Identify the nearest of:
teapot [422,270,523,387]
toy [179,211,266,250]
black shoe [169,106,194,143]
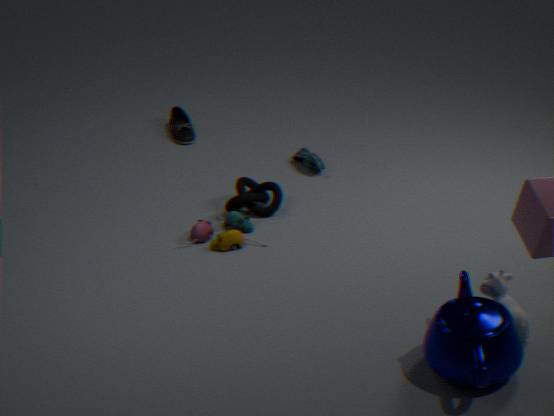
teapot [422,270,523,387]
